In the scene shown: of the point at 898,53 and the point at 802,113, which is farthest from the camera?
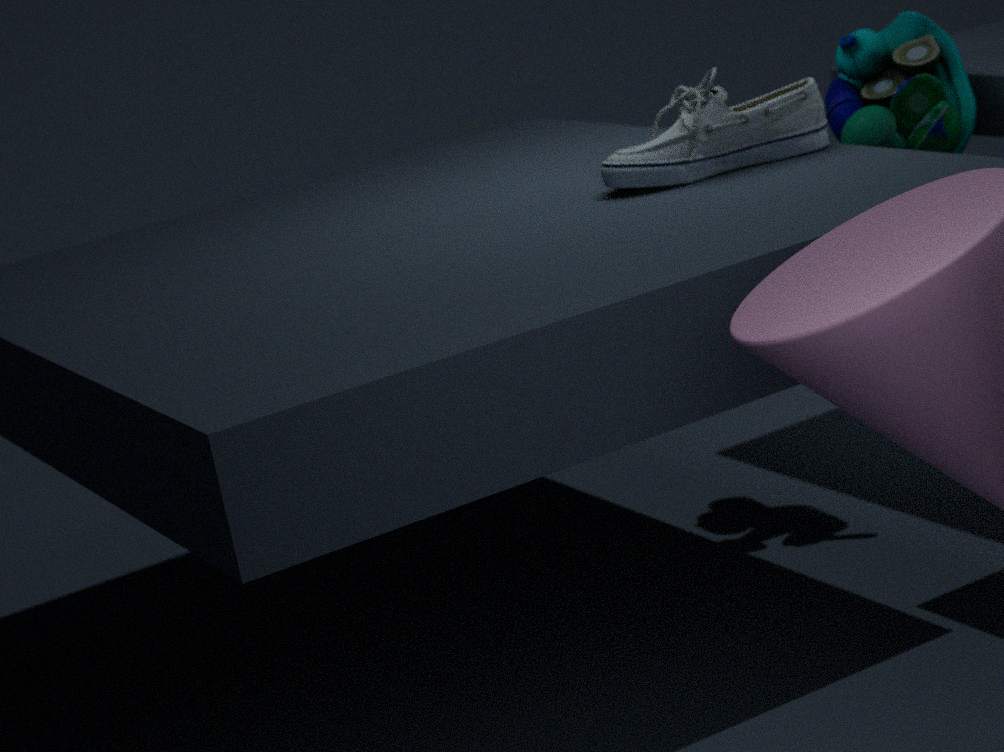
the point at 898,53
